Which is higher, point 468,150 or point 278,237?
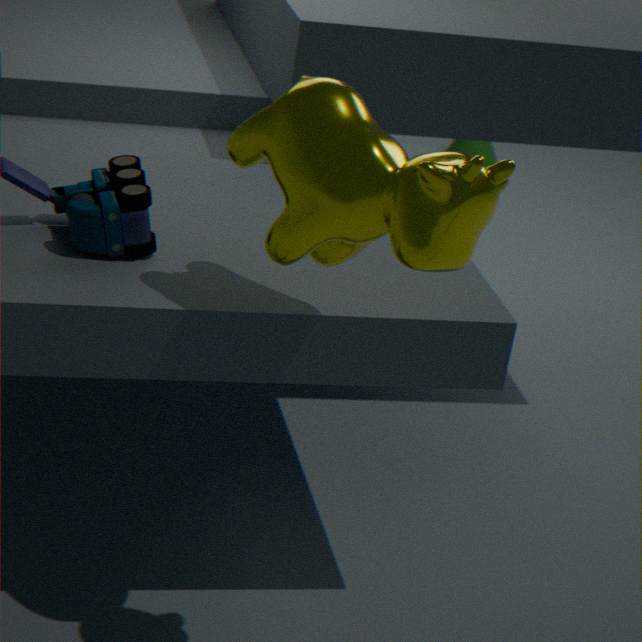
point 278,237
